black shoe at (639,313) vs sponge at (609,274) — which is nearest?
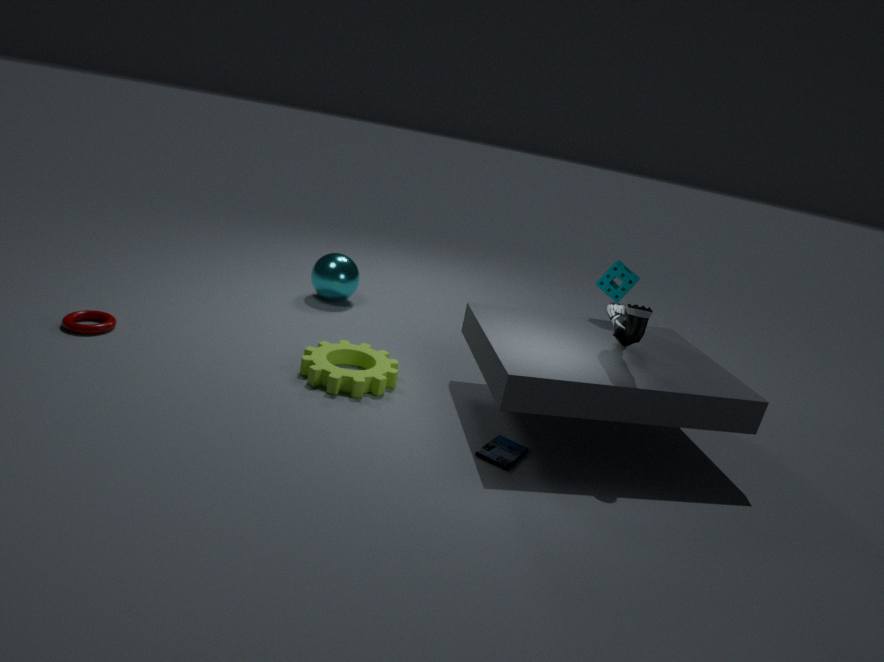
black shoe at (639,313)
